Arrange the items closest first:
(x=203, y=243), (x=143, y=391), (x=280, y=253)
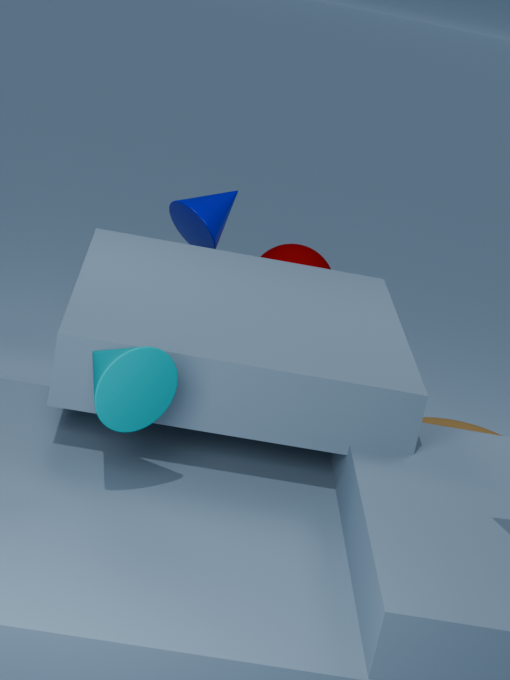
1. (x=143, y=391)
2. (x=203, y=243)
3. (x=280, y=253)
